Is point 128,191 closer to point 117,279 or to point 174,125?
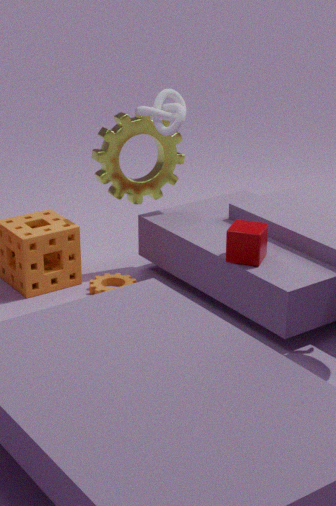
point 174,125
